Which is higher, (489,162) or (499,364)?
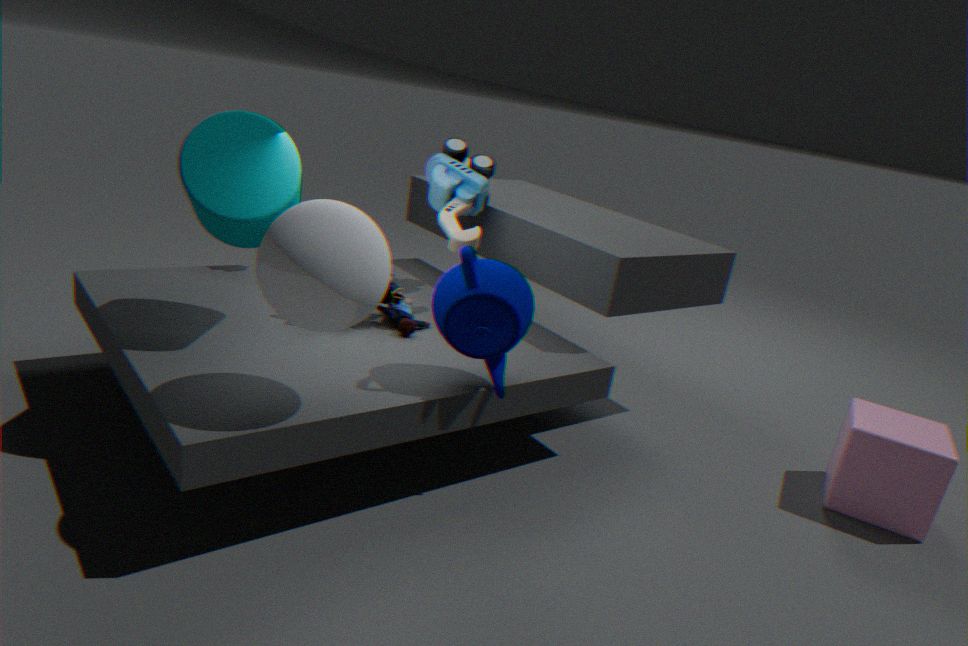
(489,162)
